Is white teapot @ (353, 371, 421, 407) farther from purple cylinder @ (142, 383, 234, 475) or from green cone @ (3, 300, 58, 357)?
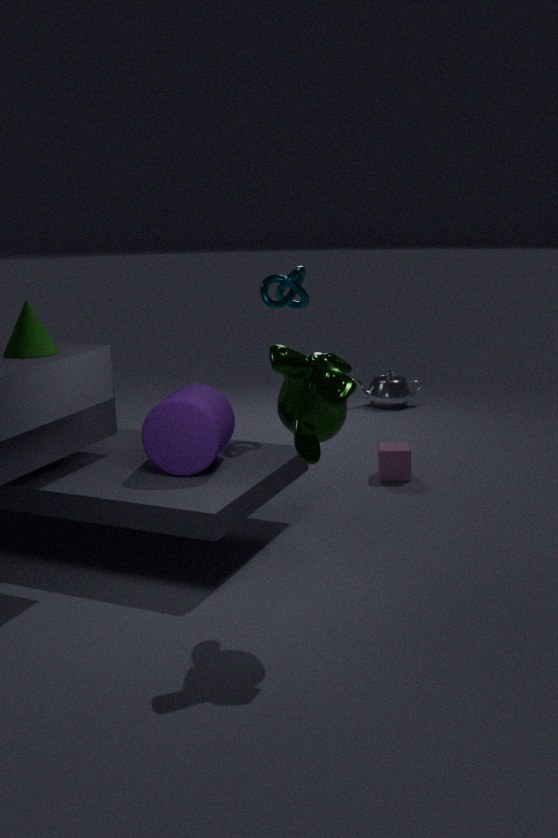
green cone @ (3, 300, 58, 357)
